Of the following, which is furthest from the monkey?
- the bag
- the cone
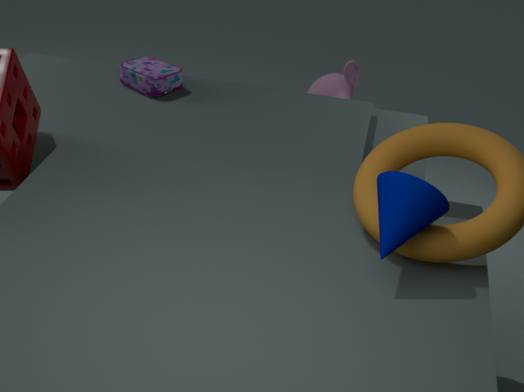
the cone
